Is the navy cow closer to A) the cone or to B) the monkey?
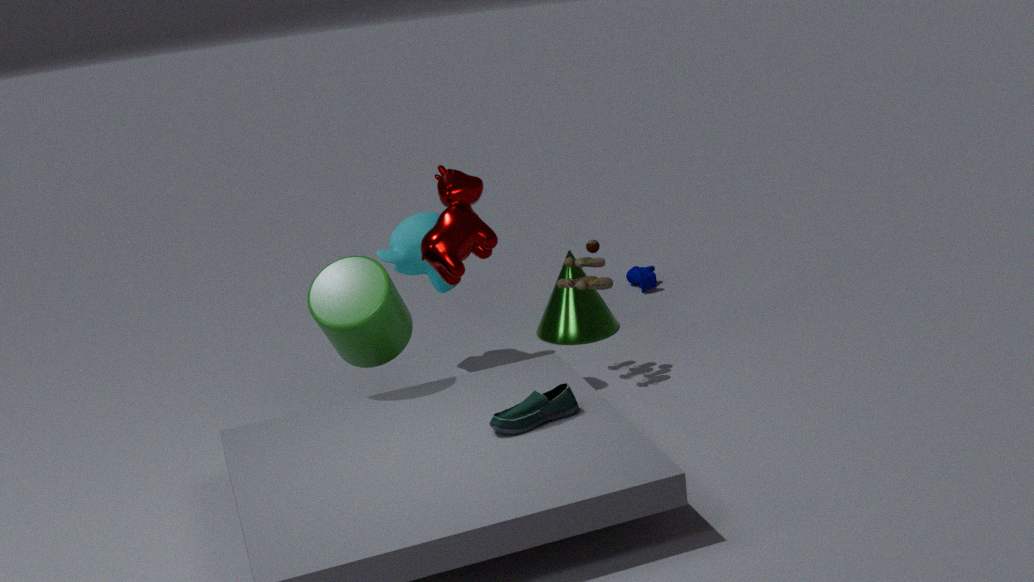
A) the cone
